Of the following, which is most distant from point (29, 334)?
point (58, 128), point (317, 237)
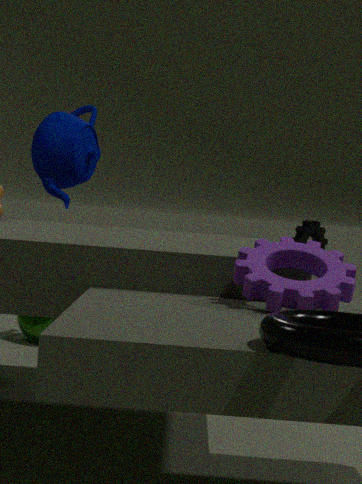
point (317, 237)
